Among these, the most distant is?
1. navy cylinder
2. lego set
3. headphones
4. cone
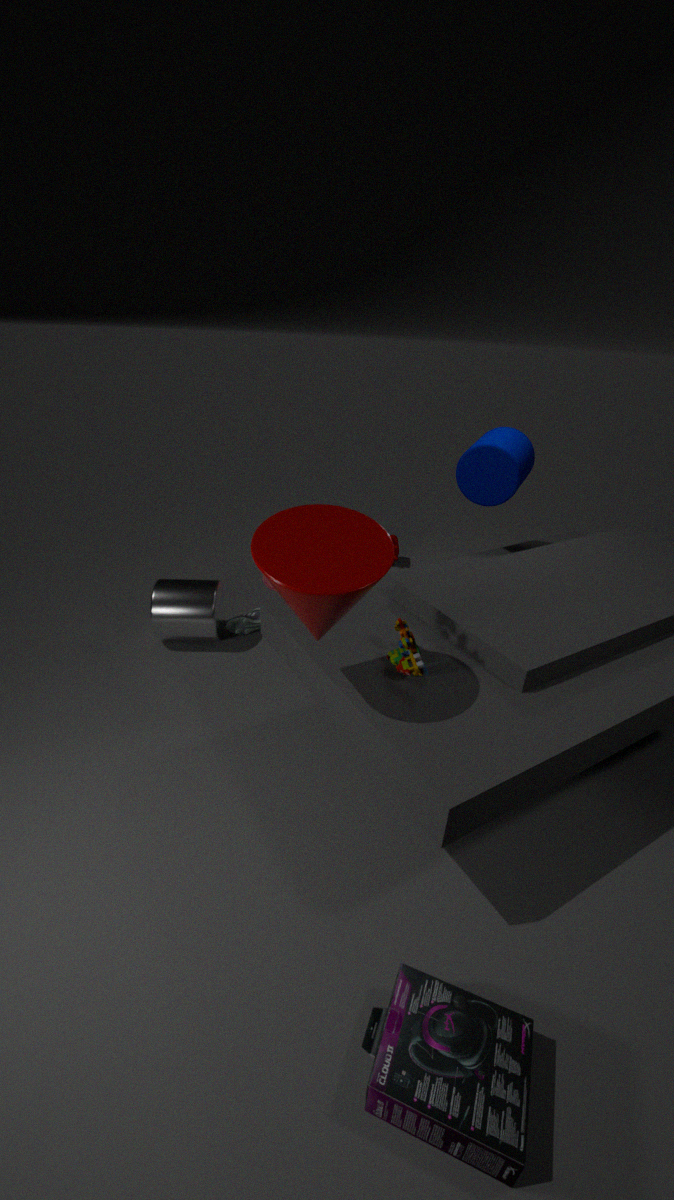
navy cylinder
